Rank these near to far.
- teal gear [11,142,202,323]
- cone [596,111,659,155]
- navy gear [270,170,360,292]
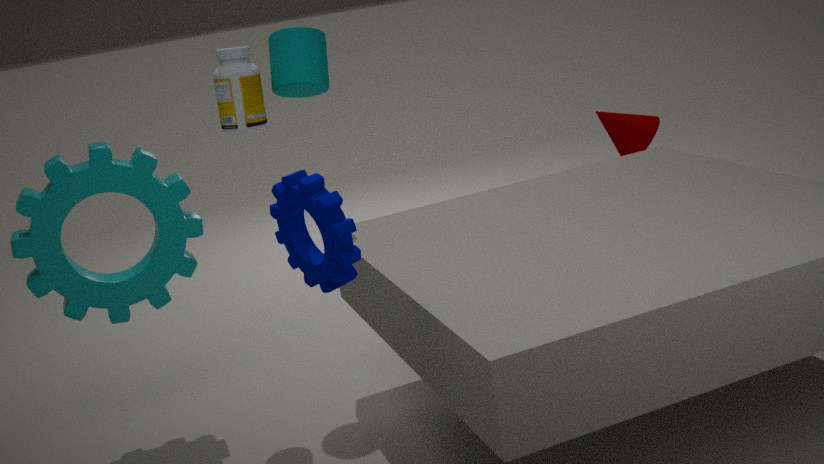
navy gear [270,170,360,292], teal gear [11,142,202,323], cone [596,111,659,155]
